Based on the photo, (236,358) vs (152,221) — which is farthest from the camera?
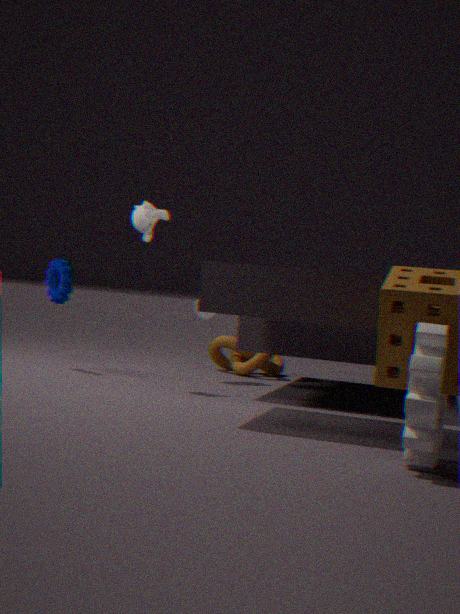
(236,358)
